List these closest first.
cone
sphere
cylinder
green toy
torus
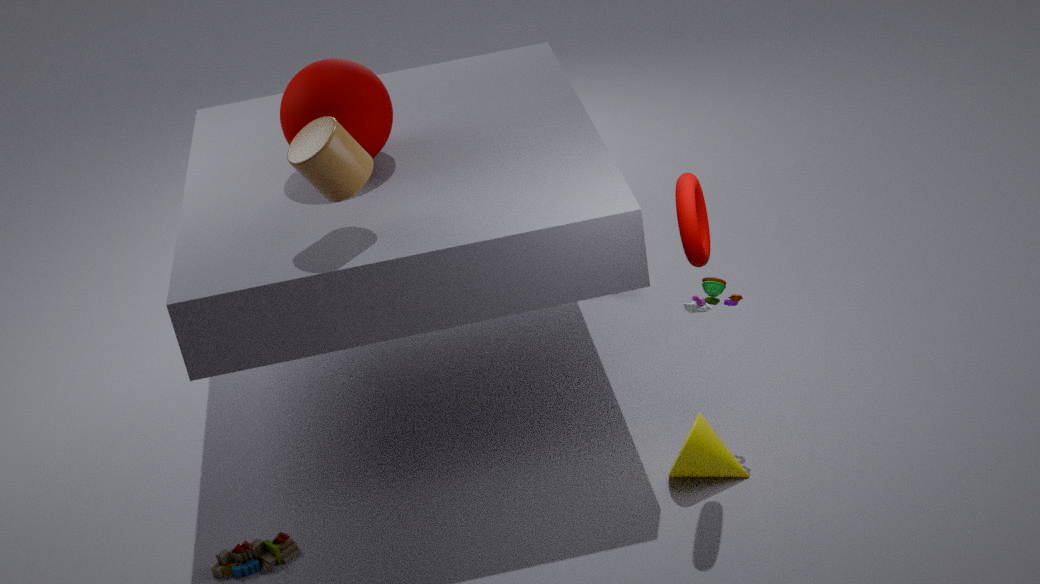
torus
cylinder
cone
green toy
sphere
